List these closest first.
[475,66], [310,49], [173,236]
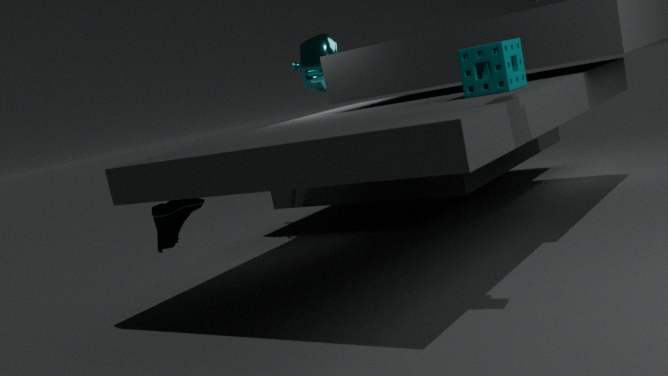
[475,66]
[173,236]
[310,49]
